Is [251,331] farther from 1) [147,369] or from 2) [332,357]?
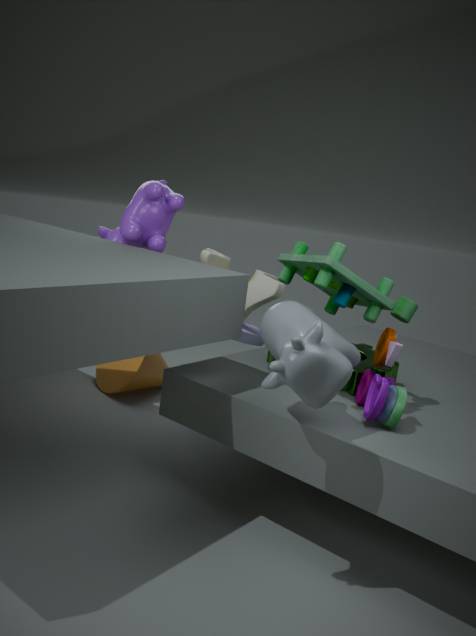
2) [332,357]
